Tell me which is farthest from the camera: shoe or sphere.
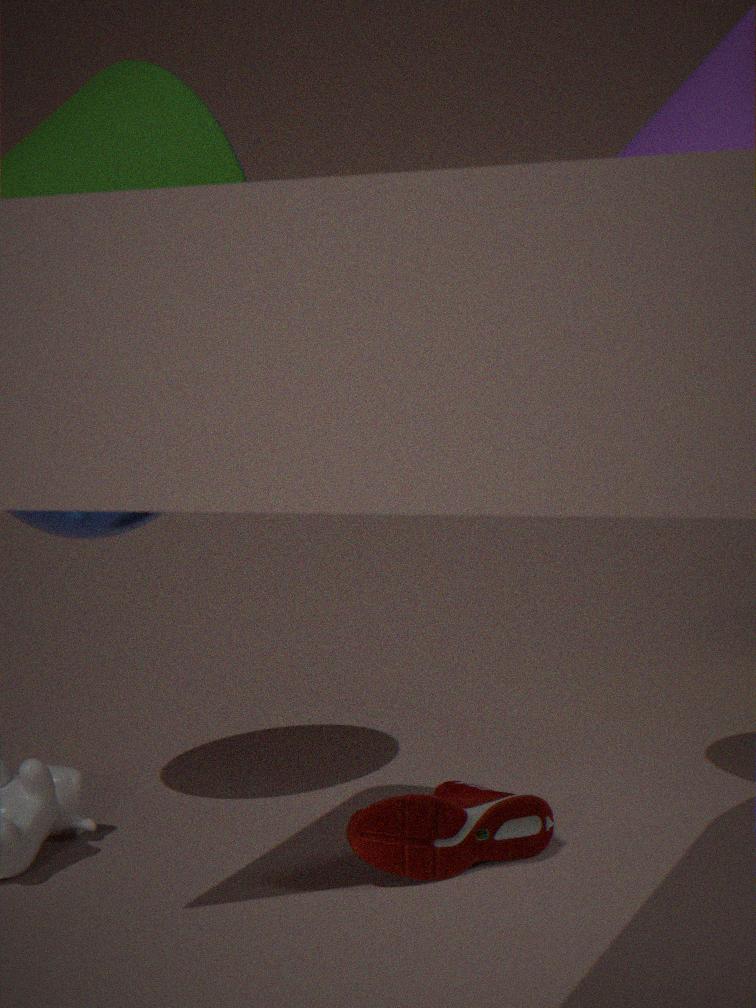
sphere
